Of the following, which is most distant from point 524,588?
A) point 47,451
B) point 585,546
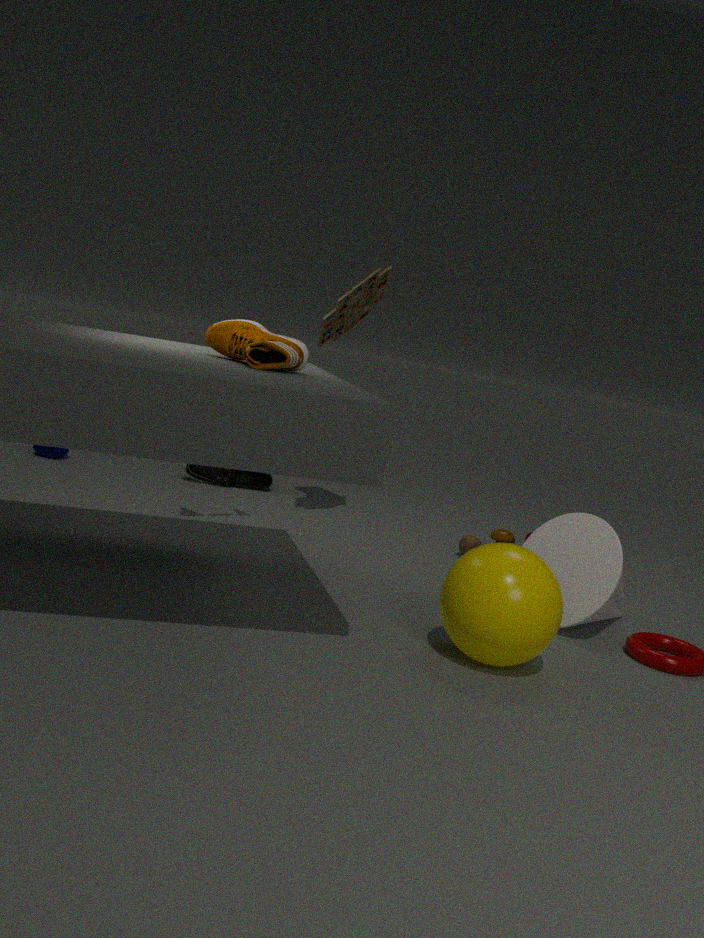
point 47,451
